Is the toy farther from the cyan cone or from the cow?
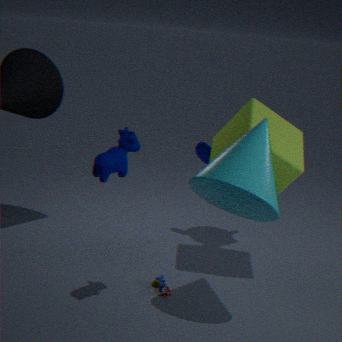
the cow
